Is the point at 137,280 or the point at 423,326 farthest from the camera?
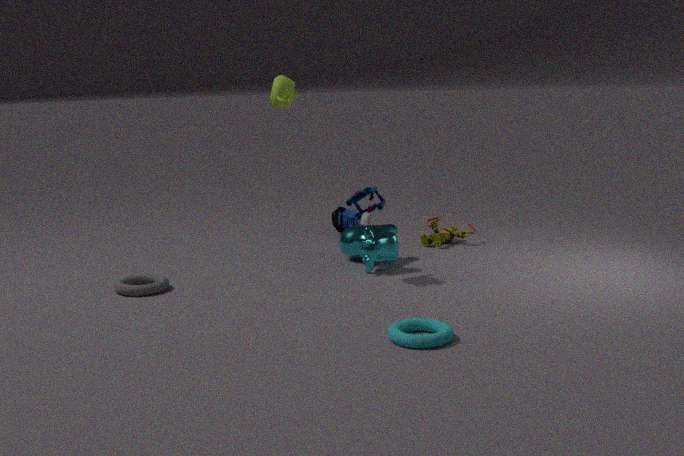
the point at 137,280
